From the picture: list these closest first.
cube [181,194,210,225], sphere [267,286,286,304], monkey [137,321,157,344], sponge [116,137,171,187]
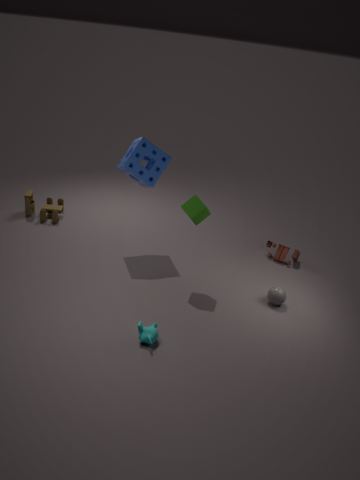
monkey [137,321,157,344] < cube [181,194,210,225] < sphere [267,286,286,304] < sponge [116,137,171,187]
